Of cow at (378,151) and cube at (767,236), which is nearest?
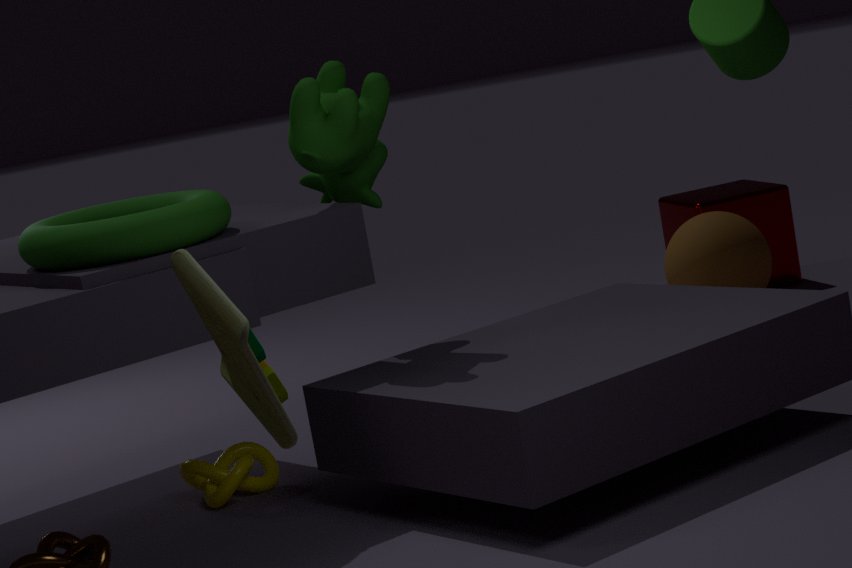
cow at (378,151)
